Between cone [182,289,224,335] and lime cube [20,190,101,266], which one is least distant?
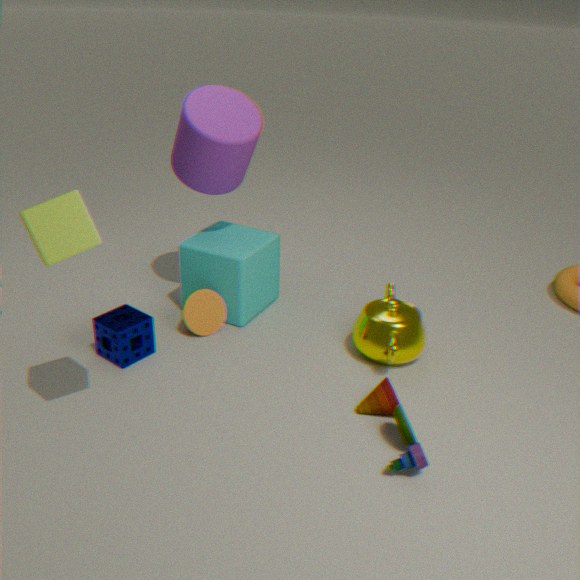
lime cube [20,190,101,266]
